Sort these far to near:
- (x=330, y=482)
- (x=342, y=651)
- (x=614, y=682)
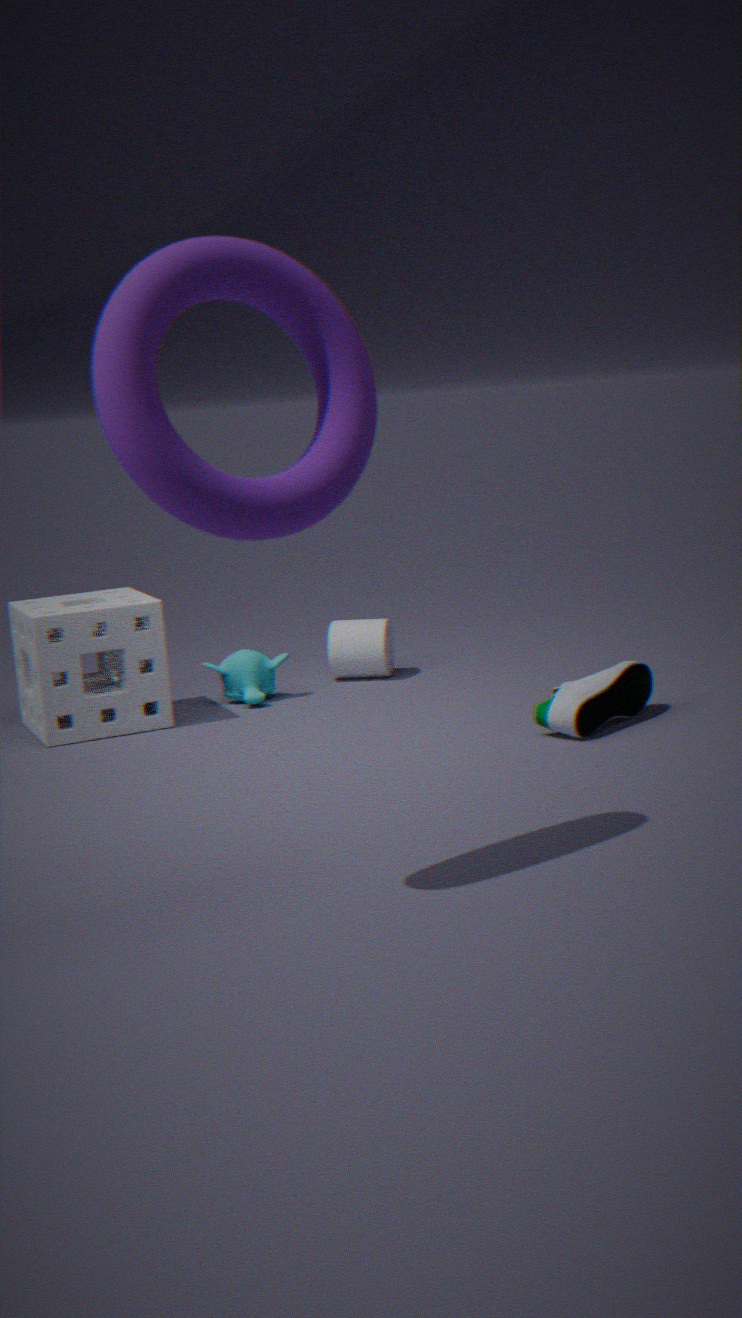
1. (x=342, y=651)
2. (x=614, y=682)
3. (x=330, y=482)
